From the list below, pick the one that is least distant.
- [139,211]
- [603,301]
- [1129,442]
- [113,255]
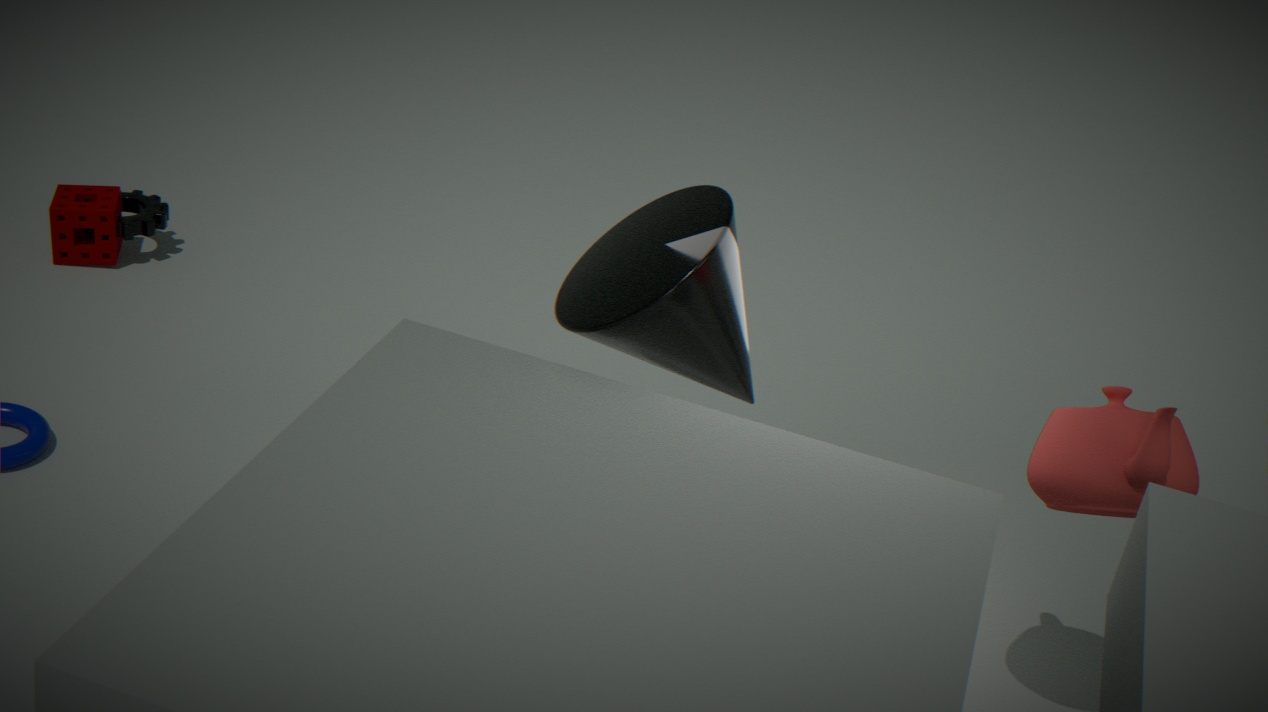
[1129,442]
